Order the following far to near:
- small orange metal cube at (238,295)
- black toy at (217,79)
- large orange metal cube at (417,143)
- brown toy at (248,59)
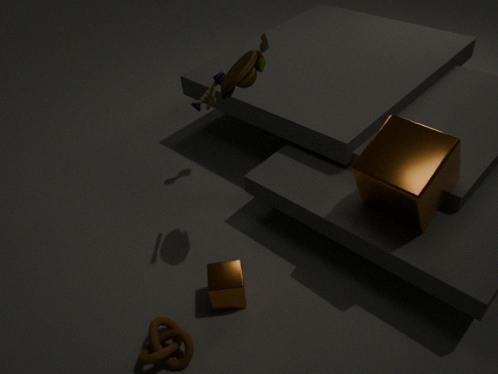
black toy at (217,79)
small orange metal cube at (238,295)
brown toy at (248,59)
large orange metal cube at (417,143)
